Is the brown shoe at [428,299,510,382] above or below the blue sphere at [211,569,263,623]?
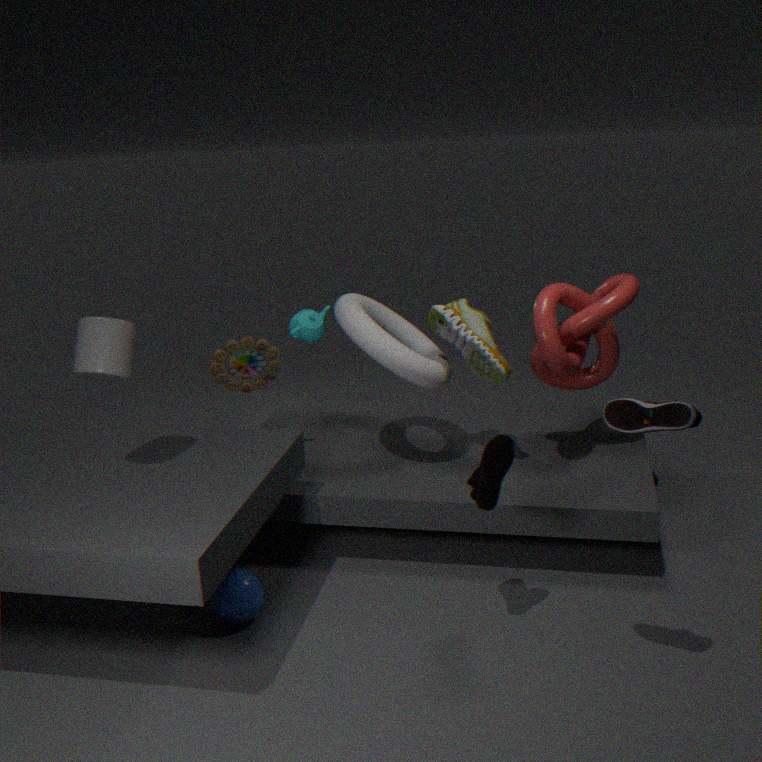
above
